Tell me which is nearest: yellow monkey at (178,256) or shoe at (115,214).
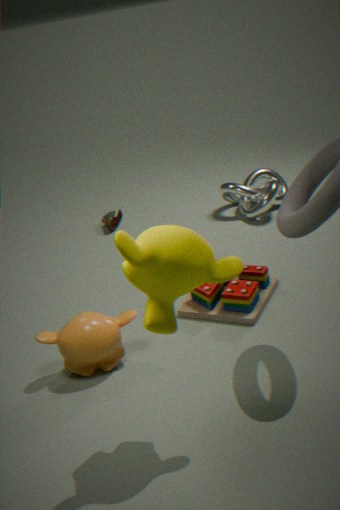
yellow monkey at (178,256)
